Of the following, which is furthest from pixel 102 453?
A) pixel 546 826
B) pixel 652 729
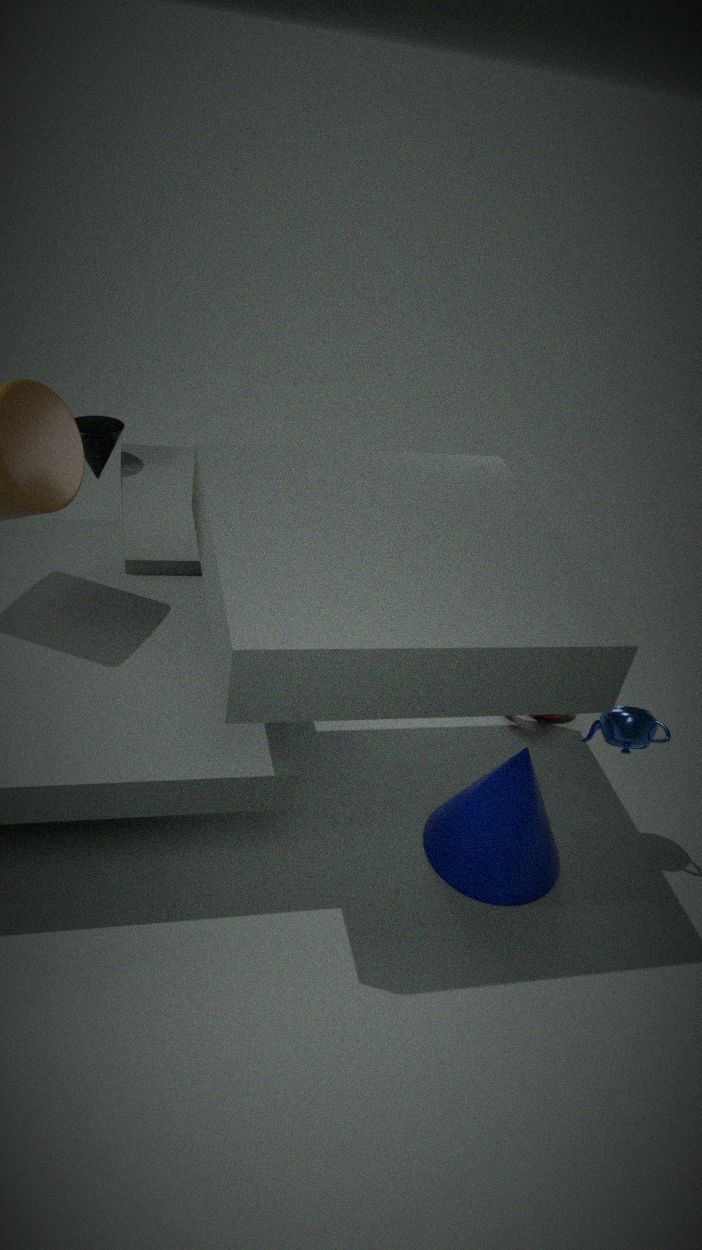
pixel 652 729
